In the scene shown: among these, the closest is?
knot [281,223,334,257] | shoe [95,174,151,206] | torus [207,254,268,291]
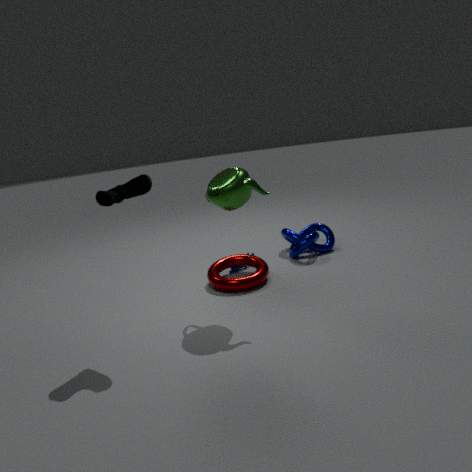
shoe [95,174,151,206]
